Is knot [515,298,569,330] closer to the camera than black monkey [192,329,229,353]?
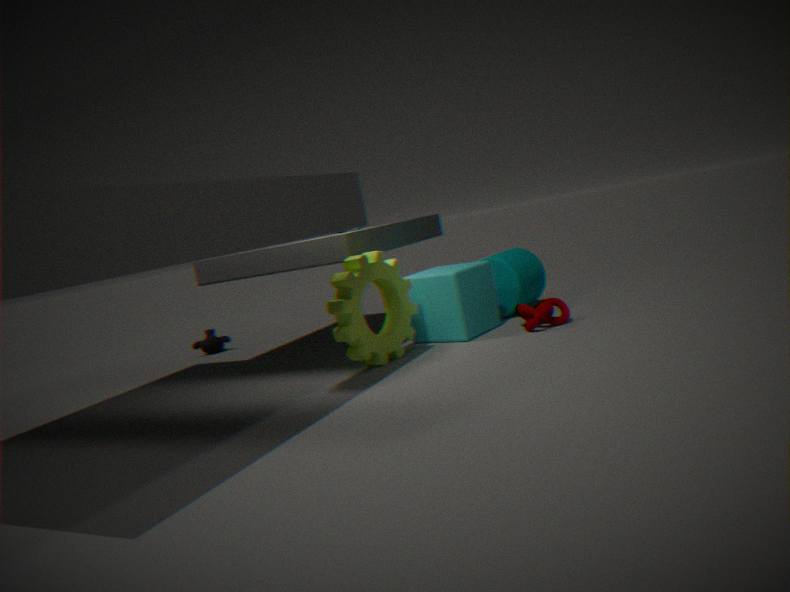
Yes
